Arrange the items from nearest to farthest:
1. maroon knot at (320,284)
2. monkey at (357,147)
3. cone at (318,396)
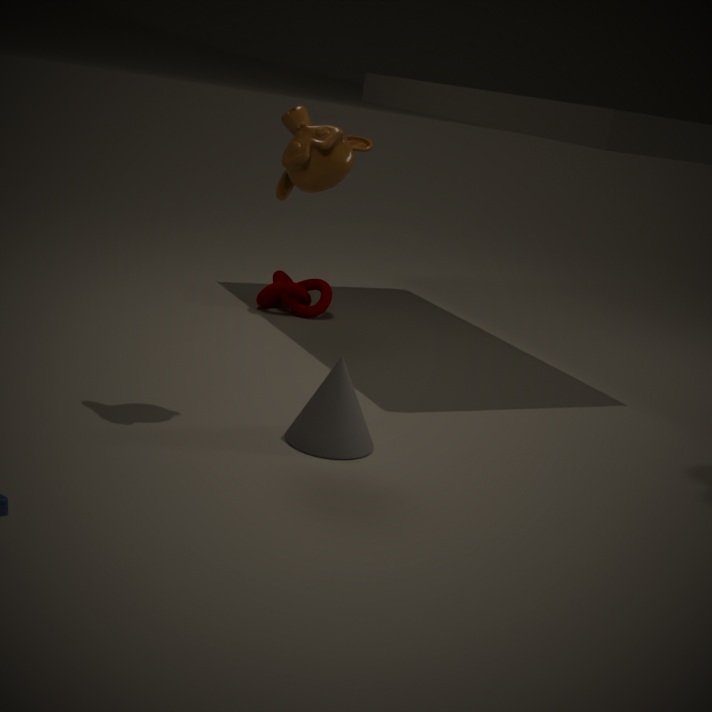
monkey at (357,147)
cone at (318,396)
maroon knot at (320,284)
